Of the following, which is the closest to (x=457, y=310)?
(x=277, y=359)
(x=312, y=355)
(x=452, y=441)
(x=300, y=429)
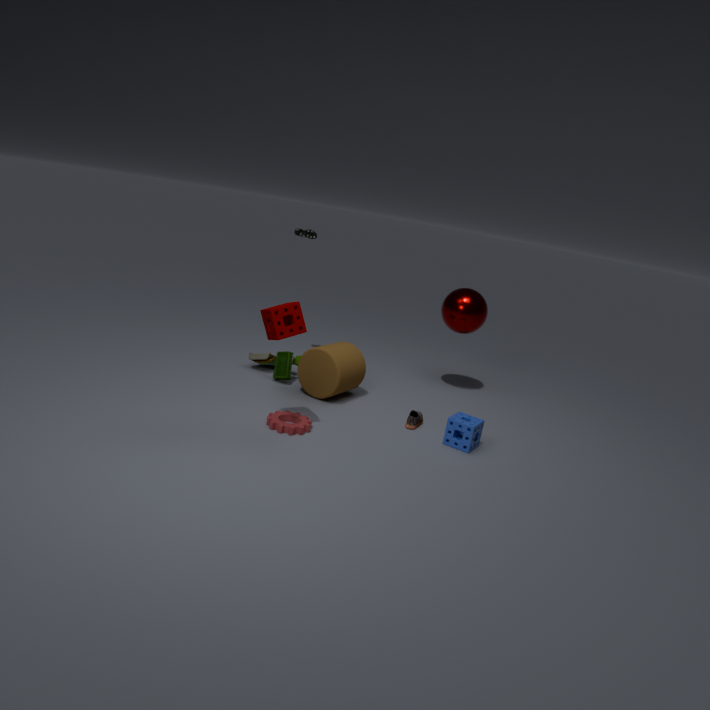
(x=312, y=355)
